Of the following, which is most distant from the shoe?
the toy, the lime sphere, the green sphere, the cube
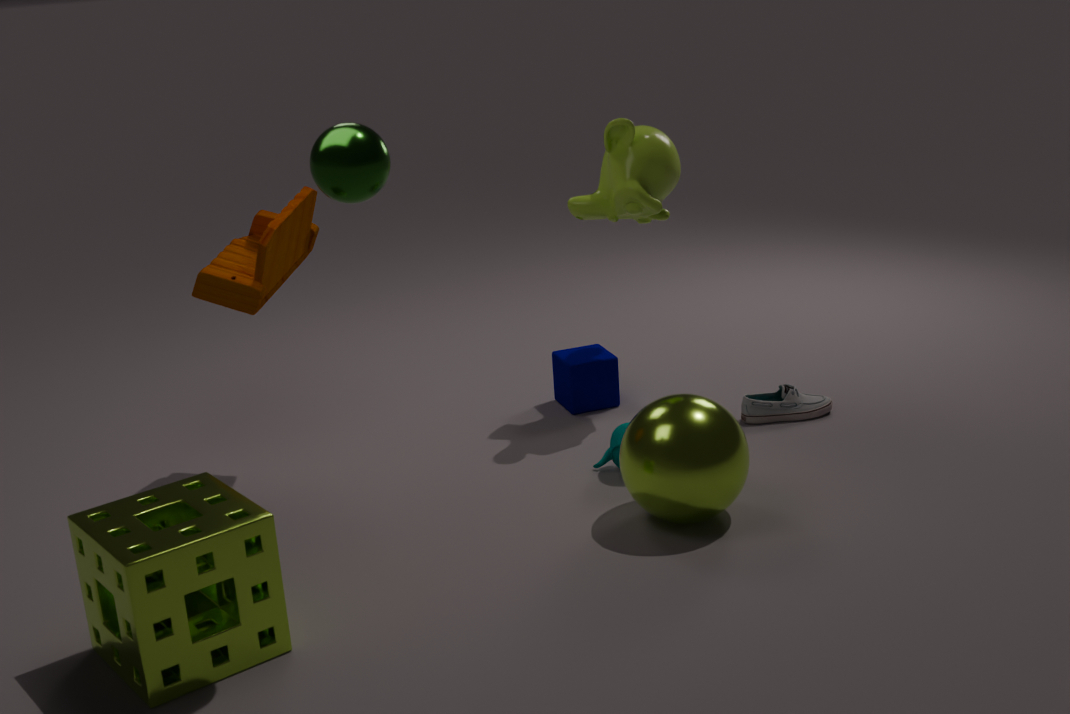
the green sphere
